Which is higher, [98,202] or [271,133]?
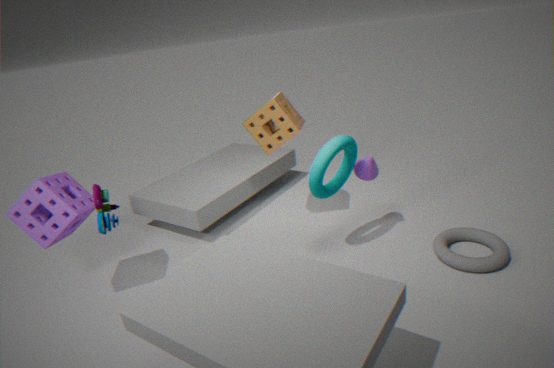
[271,133]
